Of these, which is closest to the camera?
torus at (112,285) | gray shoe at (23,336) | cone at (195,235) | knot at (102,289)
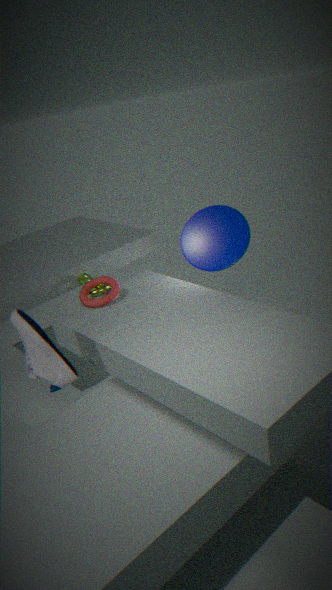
gray shoe at (23,336)
